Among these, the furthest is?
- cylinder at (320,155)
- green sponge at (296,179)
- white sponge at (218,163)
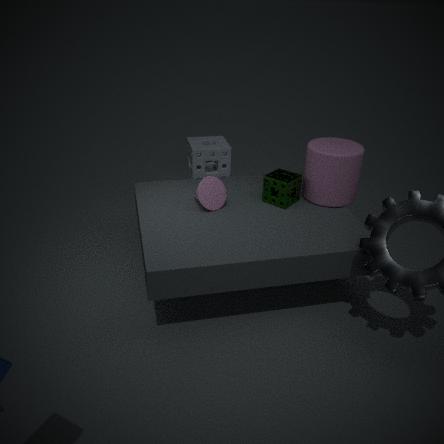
white sponge at (218,163)
